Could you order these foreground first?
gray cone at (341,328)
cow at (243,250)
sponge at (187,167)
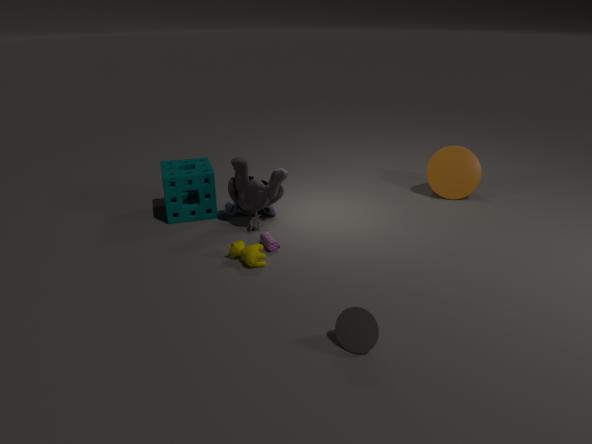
gray cone at (341,328), cow at (243,250), sponge at (187,167)
